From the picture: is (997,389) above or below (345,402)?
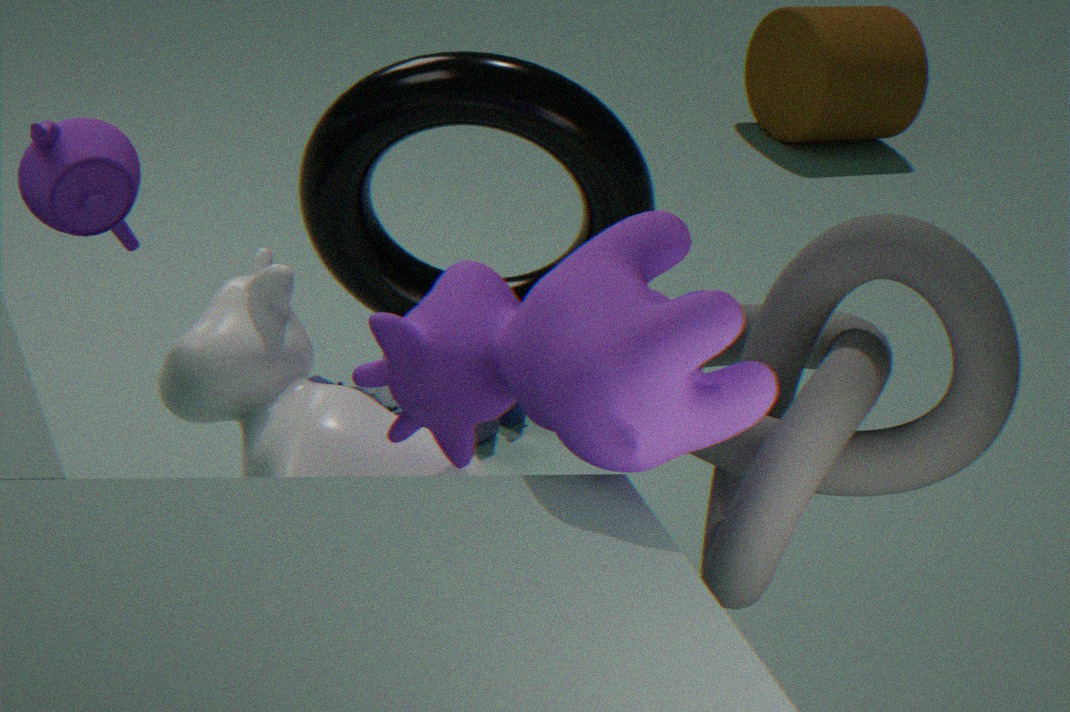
above
